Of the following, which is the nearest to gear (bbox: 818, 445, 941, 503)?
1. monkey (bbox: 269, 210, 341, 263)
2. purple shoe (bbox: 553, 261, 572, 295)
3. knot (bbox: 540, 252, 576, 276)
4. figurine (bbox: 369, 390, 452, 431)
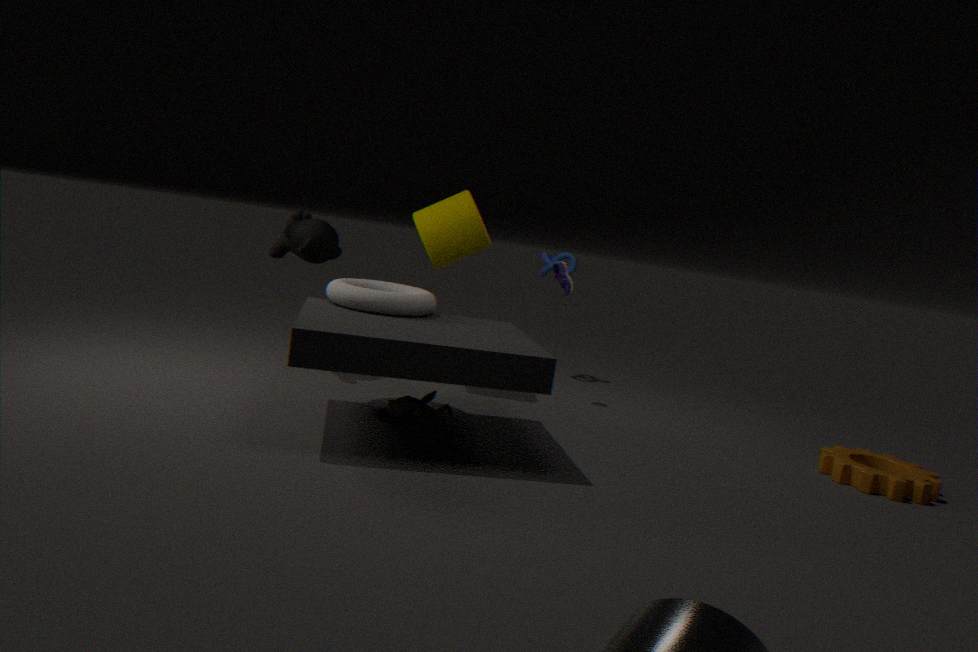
purple shoe (bbox: 553, 261, 572, 295)
